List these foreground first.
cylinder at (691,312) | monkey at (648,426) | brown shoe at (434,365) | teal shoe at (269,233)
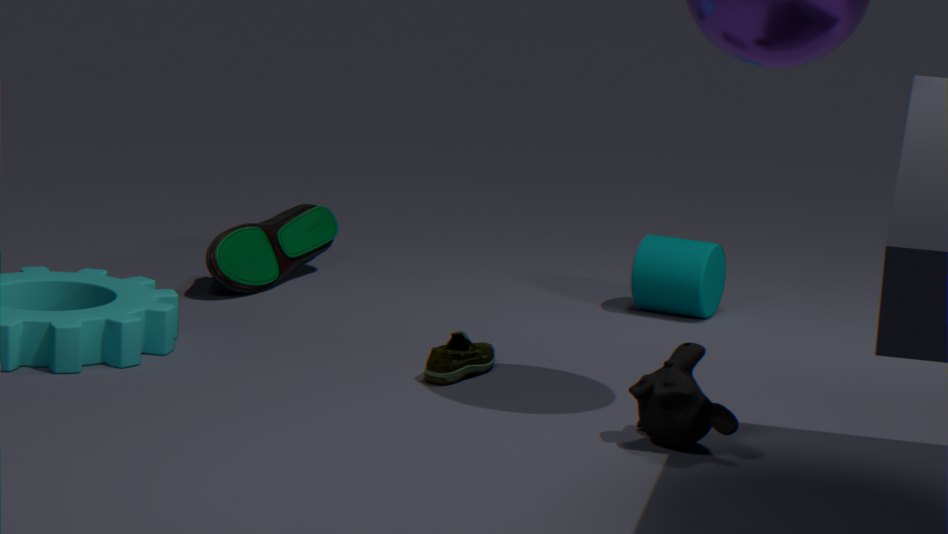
monkey at (648,426)
brown shoe at (434,365)
teal shoe at (269,233)
cylinder at (691,312)
